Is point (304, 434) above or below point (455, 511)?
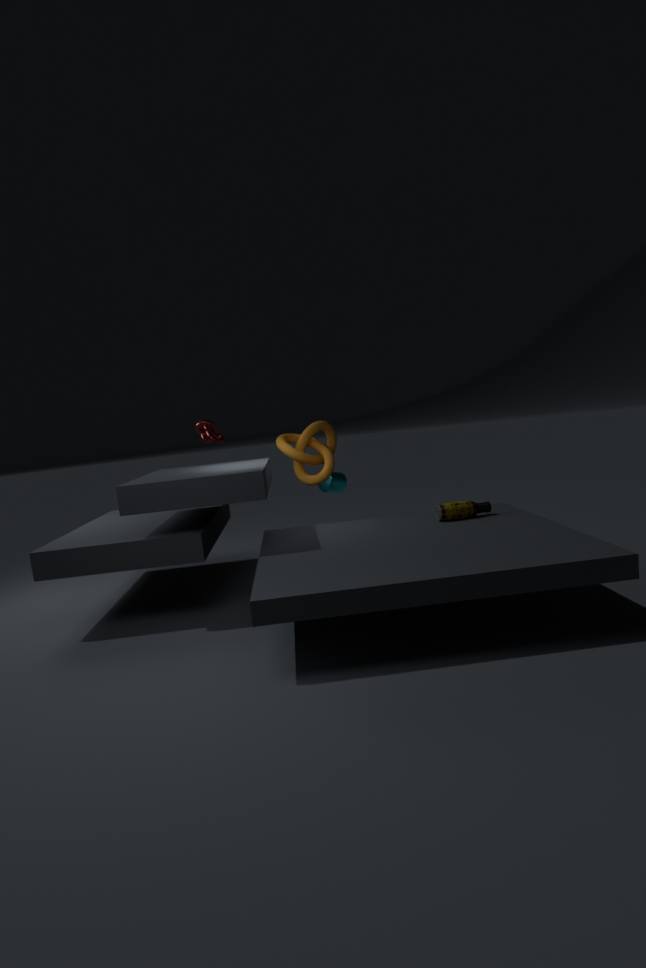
above
